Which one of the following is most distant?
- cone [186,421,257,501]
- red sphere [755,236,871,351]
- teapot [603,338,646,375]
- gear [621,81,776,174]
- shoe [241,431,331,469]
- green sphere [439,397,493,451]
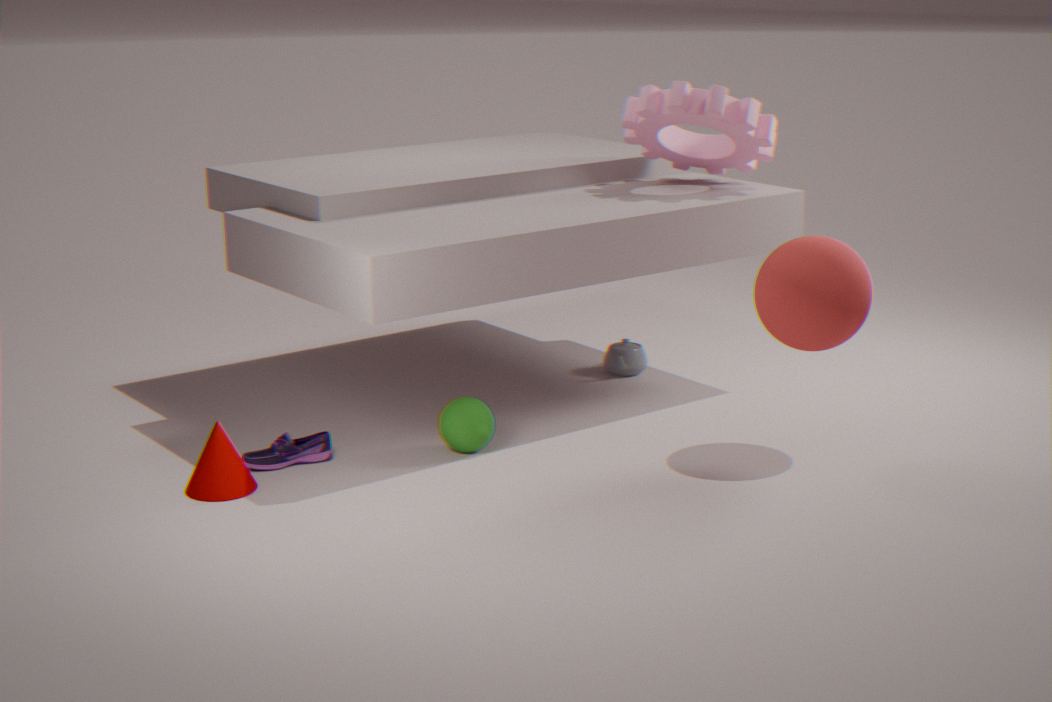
teapot [603,338,646,375]
